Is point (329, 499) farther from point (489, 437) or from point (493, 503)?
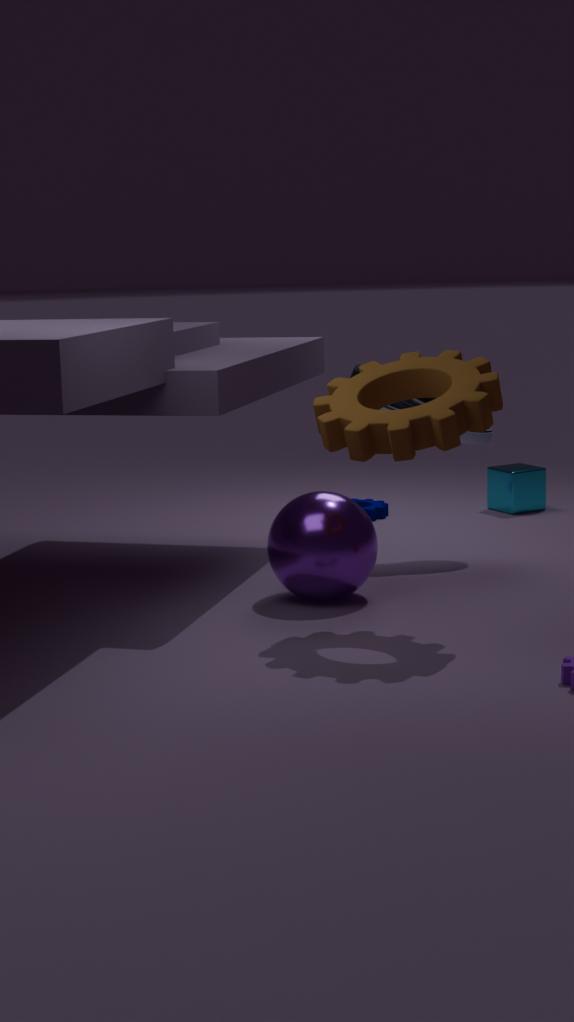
point (493, 503)
